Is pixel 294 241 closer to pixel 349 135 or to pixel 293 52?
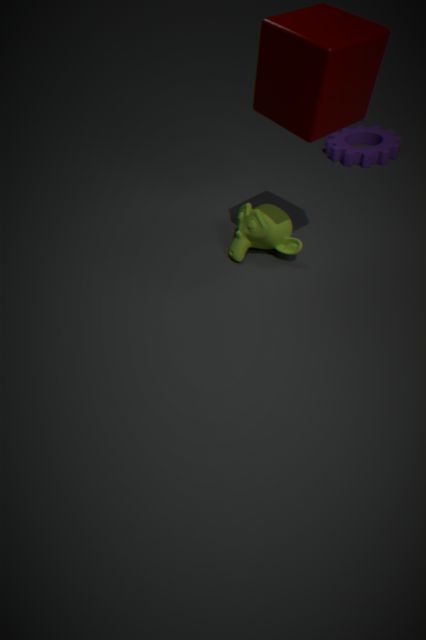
pixel 293 52
